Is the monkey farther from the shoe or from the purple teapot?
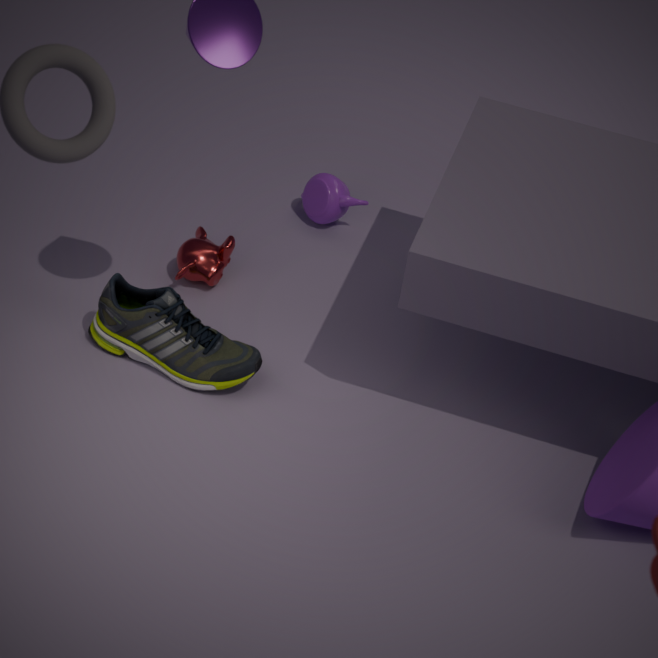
the purple teapot
